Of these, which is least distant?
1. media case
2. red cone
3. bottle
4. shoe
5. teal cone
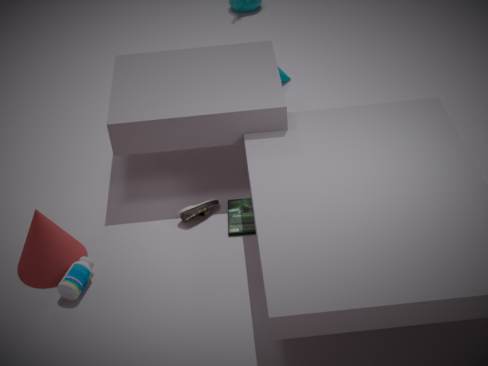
bottle
